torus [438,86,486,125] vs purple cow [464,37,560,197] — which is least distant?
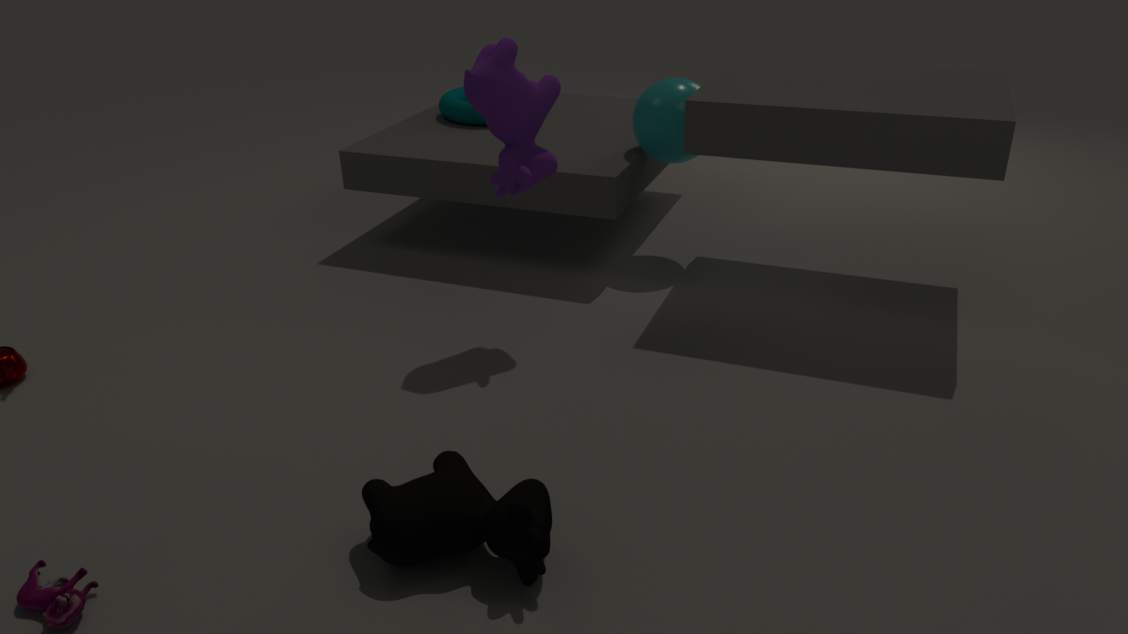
purple cow [464,37,560,197]
